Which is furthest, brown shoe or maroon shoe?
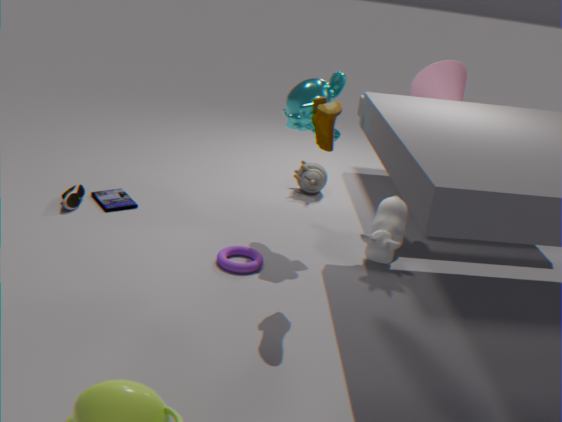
brown shoe
